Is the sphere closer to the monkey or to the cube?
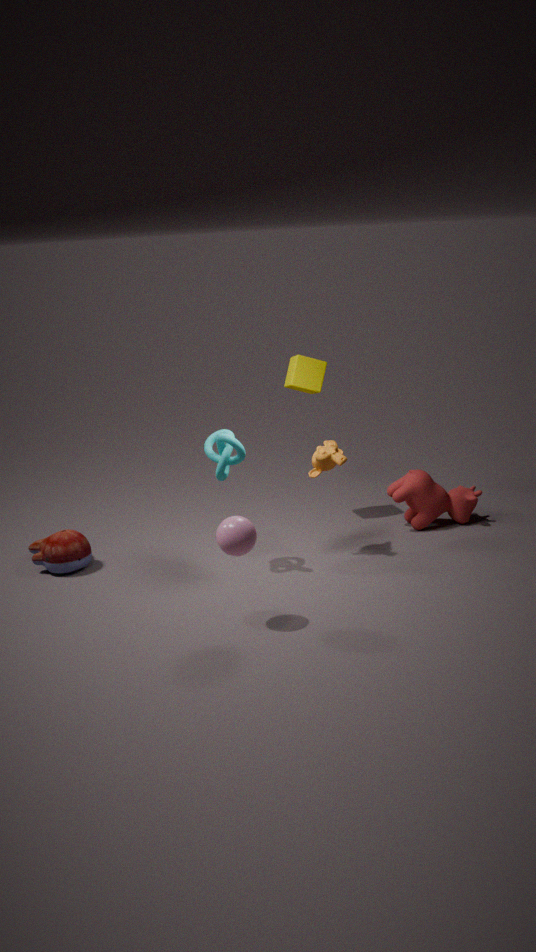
the monkey
